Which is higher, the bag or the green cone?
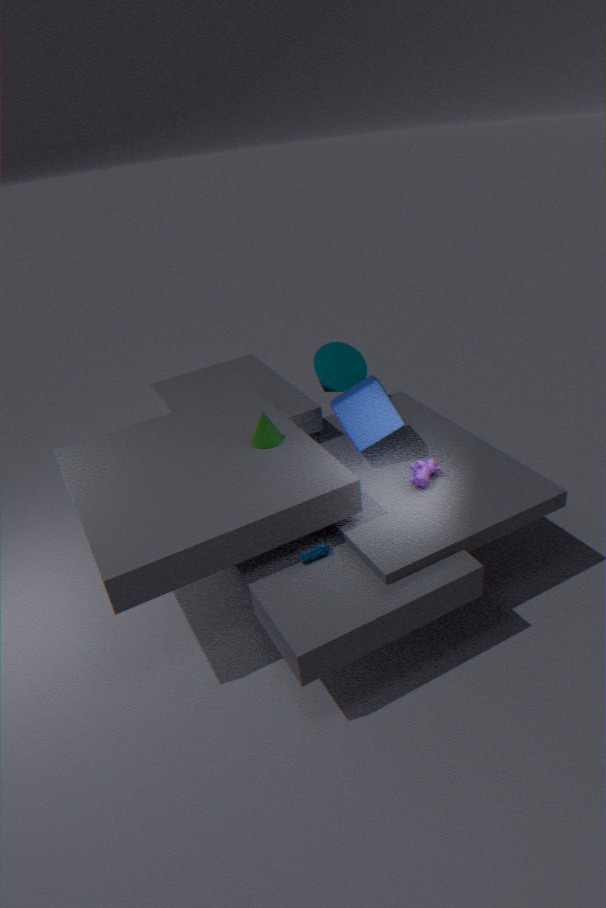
the green cone
